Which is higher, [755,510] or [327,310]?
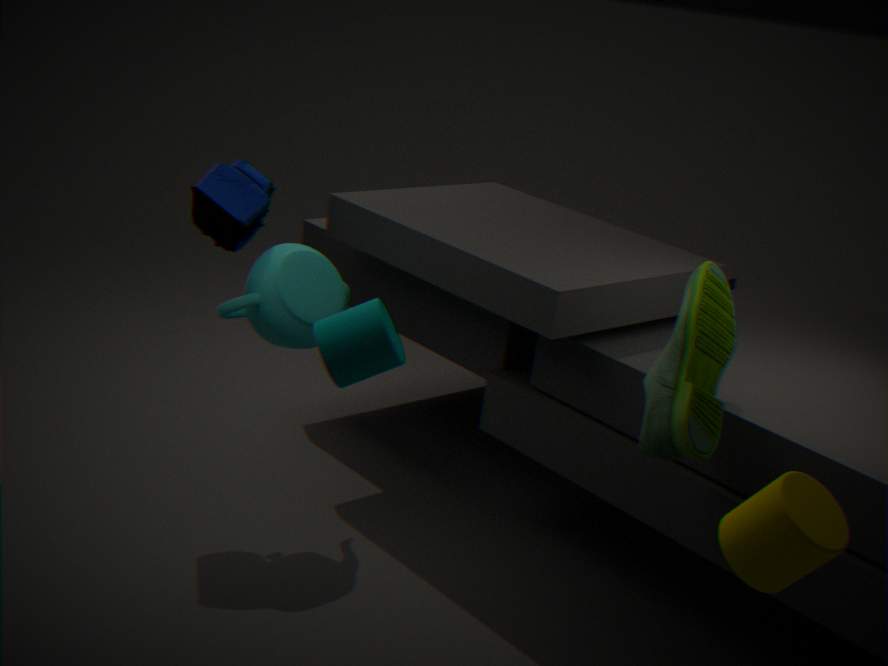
[755,510]
